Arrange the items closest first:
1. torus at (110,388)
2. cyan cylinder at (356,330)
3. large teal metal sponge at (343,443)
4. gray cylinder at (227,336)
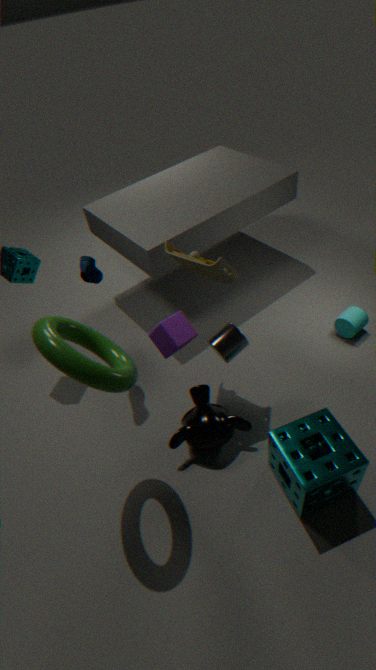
torus at (110,388), large teal metal sponge at (343,443), gray cylinder at (227,336), cyan cylinder at (356,330)
